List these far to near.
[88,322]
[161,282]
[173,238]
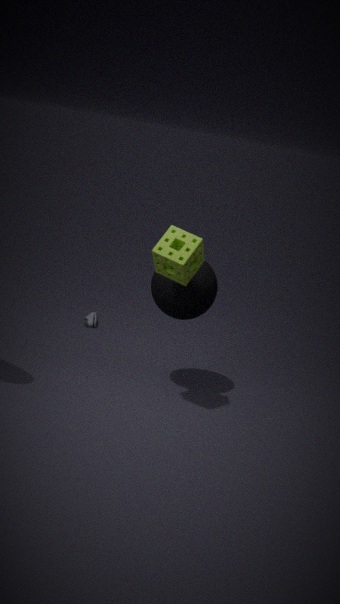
[88,322]
[161,282]
[173,238]
